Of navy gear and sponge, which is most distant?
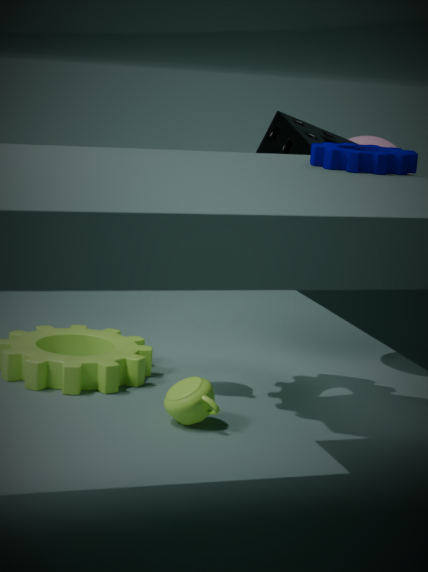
sponge
